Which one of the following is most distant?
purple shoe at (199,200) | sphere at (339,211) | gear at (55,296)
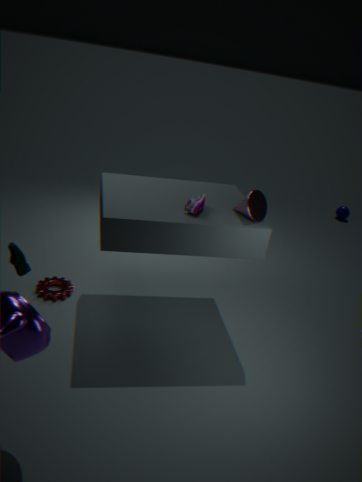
sphere at (339,211)
